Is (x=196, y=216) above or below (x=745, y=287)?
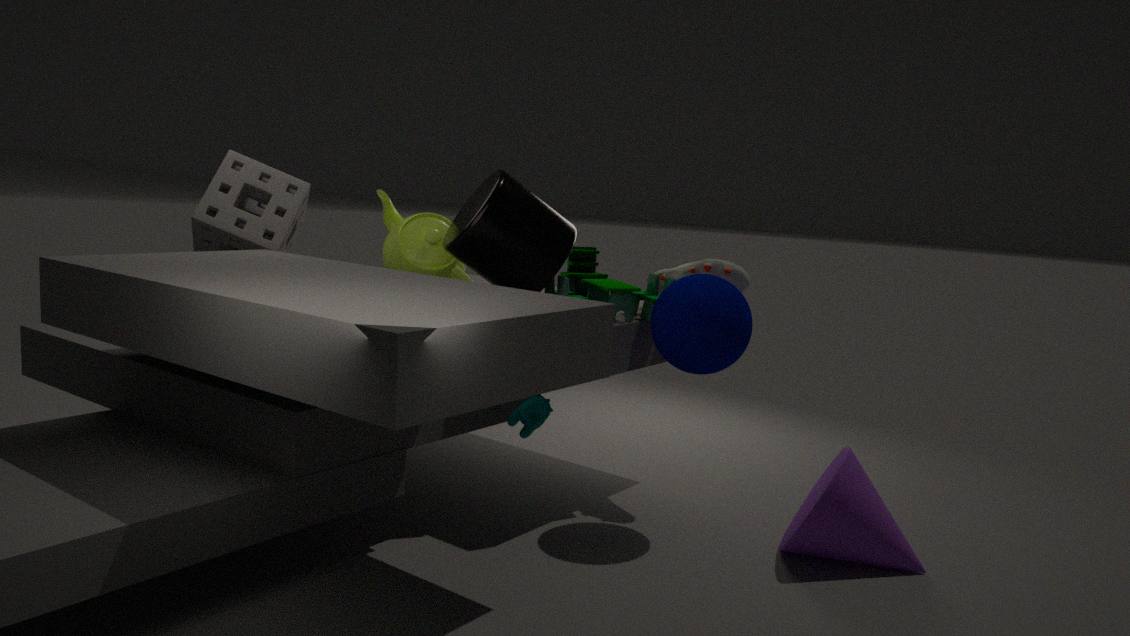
above
